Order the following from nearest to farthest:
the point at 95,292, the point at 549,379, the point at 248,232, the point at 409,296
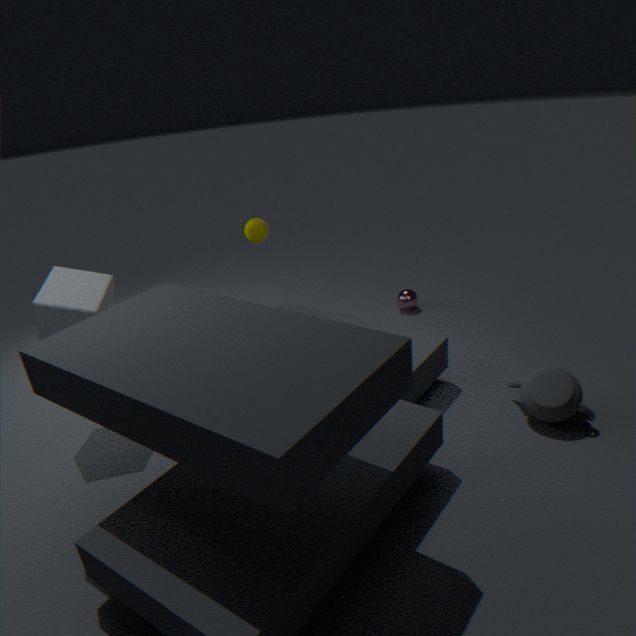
the point at 549,379 → the point at 95,292 → the point at 248,232 → the point at 409,296
